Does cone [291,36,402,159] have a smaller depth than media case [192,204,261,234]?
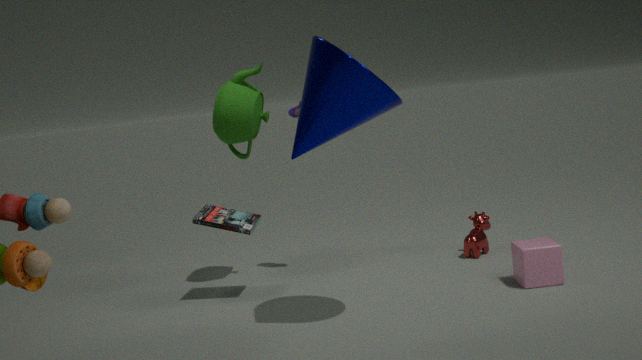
Yes
